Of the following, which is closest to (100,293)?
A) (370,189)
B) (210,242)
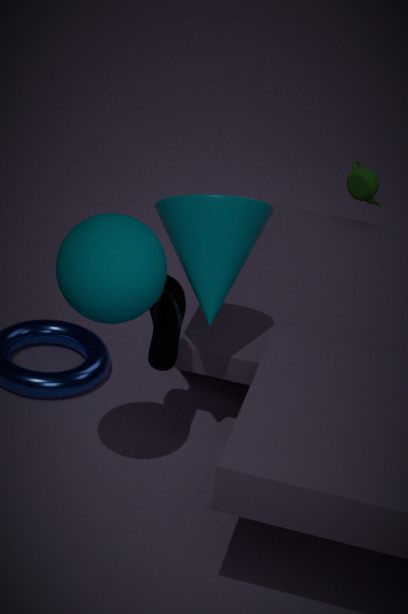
(210,242)
